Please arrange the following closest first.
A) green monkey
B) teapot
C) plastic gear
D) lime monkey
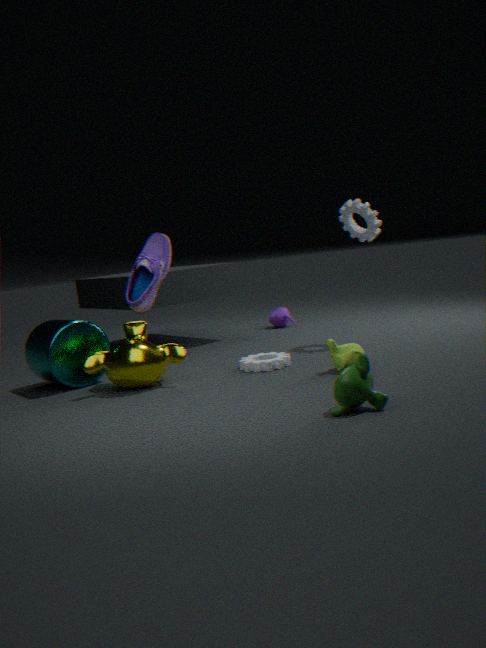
green monkey → lime monkey → plastic gear → teapot
